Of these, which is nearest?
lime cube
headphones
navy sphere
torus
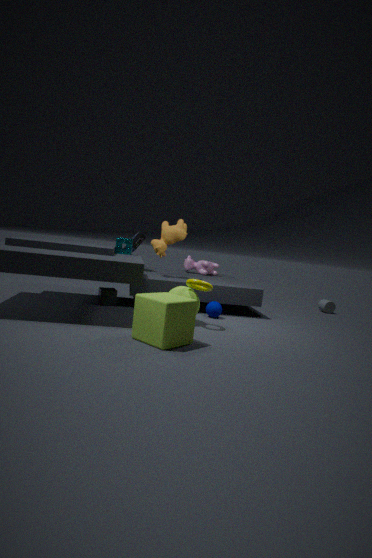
lime cube
